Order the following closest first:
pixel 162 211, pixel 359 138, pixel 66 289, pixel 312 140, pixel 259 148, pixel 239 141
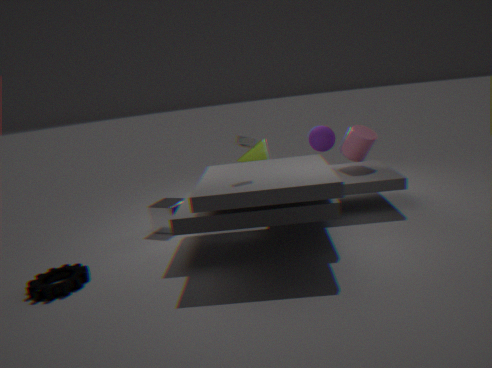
pixel 66 289 → pixel 239 141 → pixel 162 211 → pixel 359 138 → pixel 312 140 → pixel 259 148
